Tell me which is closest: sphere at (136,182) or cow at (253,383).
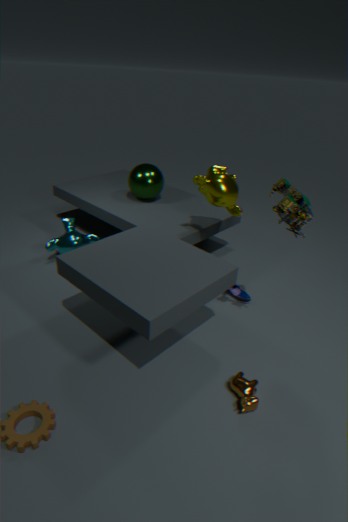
cow at (253,383)
